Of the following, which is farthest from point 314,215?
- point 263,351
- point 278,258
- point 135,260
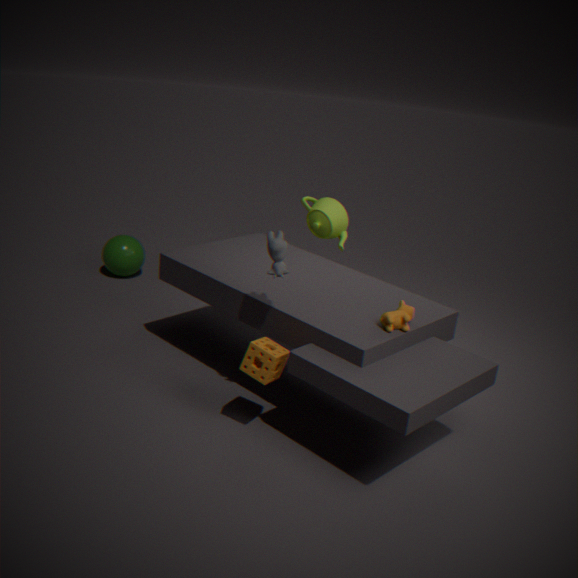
point 263,351
